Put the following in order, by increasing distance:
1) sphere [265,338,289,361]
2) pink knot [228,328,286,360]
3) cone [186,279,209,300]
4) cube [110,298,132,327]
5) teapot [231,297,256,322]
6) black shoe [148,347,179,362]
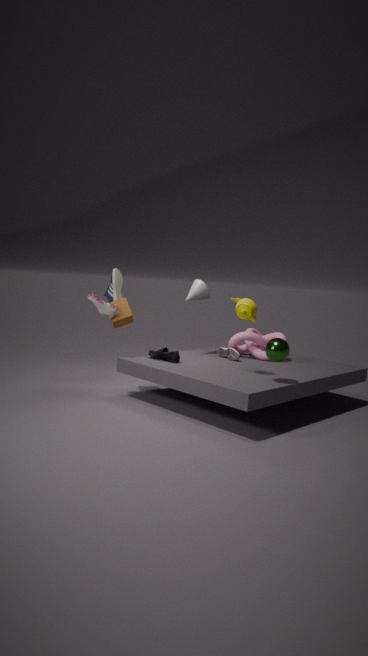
1. sphere [265,338,289,361], 5. teapot [231,297,256,322], 6. black shoe [148,347,179,362], 4. cube [110,298,132,327], 3. cone [186,279,209,300], 2. pink knot [228,328,286,360]
